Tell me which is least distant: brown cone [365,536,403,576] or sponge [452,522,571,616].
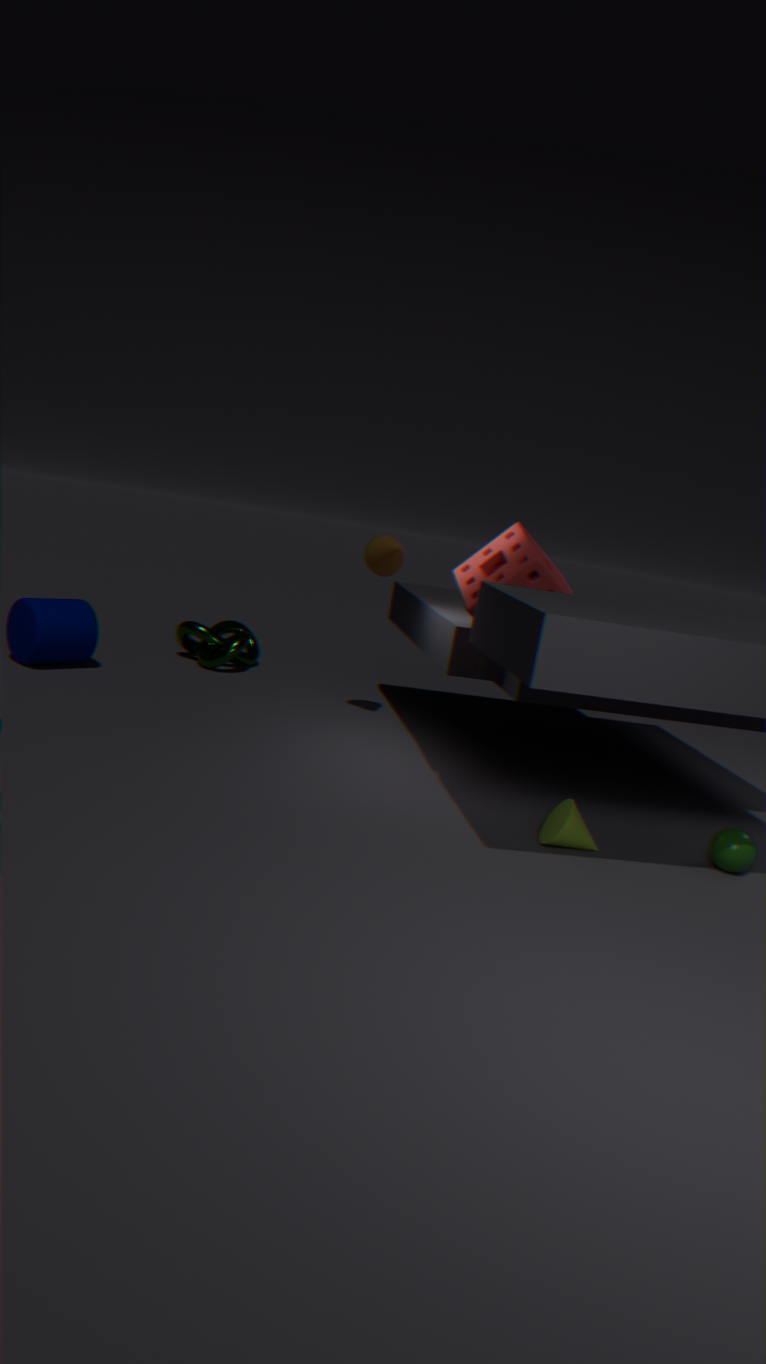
sponge [452,522,571,616]
